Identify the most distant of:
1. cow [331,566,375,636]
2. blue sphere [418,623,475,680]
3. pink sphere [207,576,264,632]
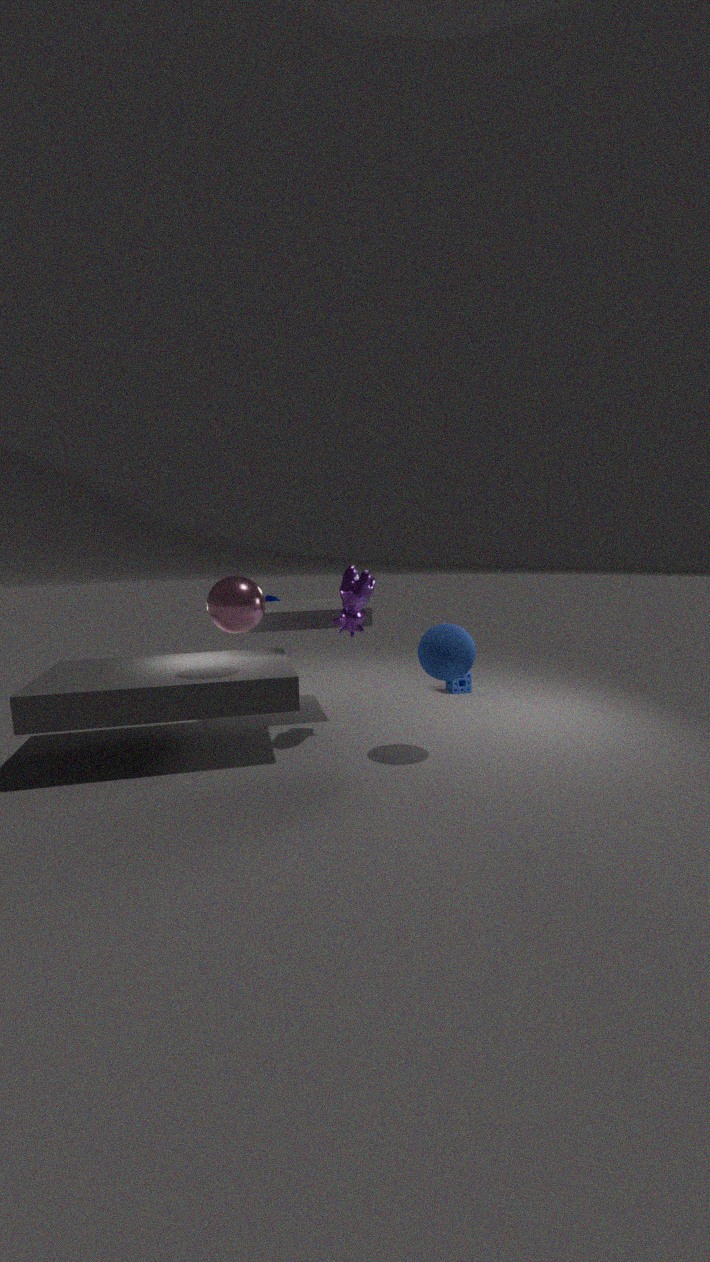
cow [331,566,375,636]
